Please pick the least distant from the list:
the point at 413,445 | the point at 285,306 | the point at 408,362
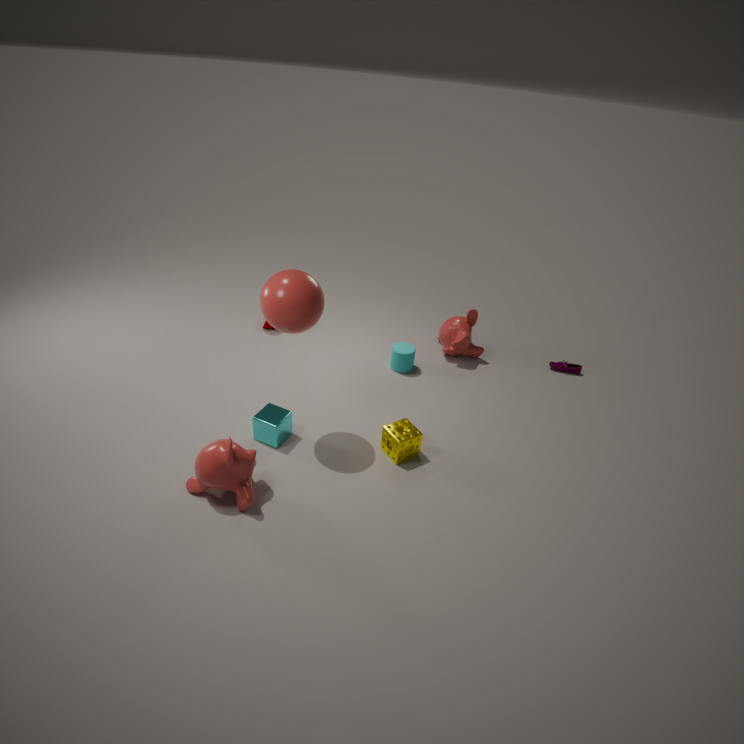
the point at 285,306
